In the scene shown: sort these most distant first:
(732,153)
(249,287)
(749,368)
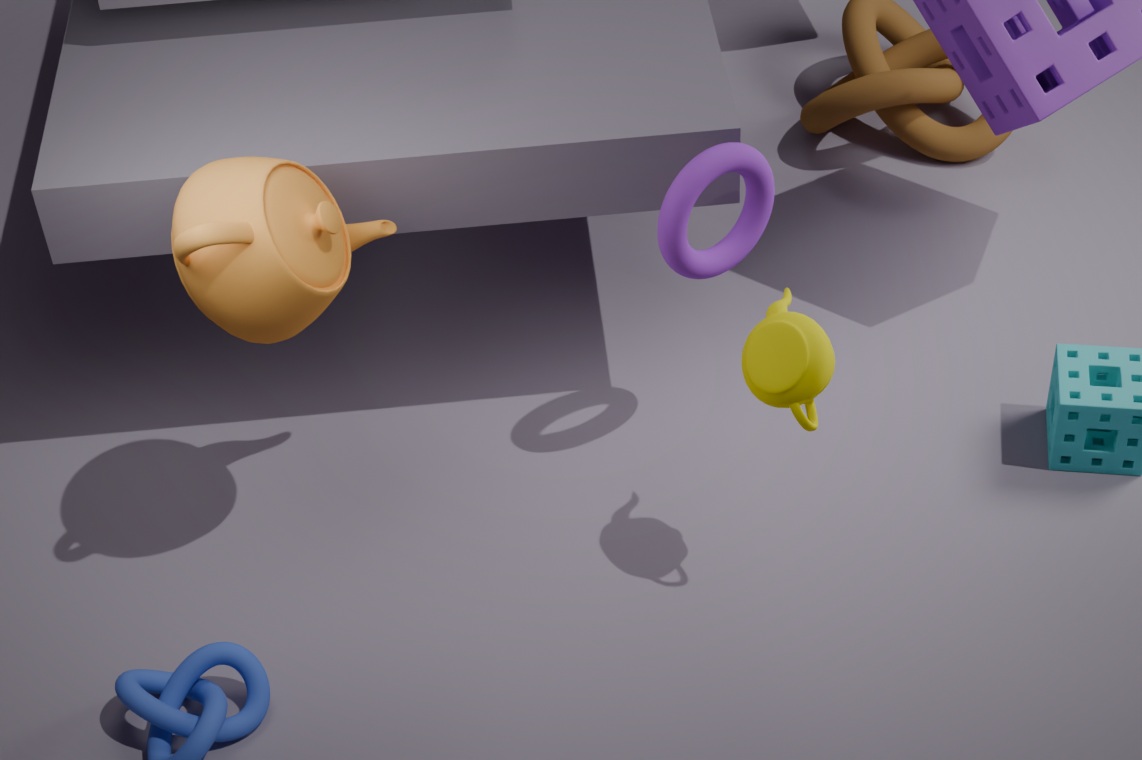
(732,153) → (749,368) → (249,287)
